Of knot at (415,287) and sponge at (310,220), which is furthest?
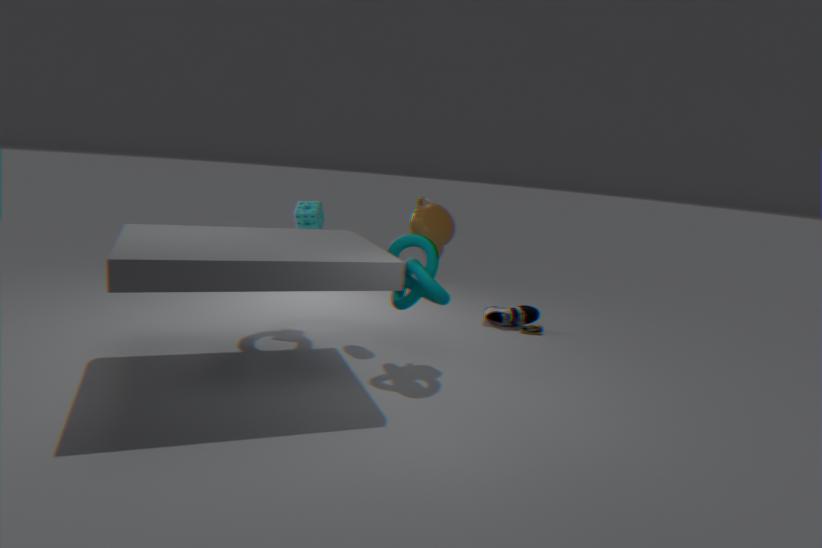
sponge at (310,220)
